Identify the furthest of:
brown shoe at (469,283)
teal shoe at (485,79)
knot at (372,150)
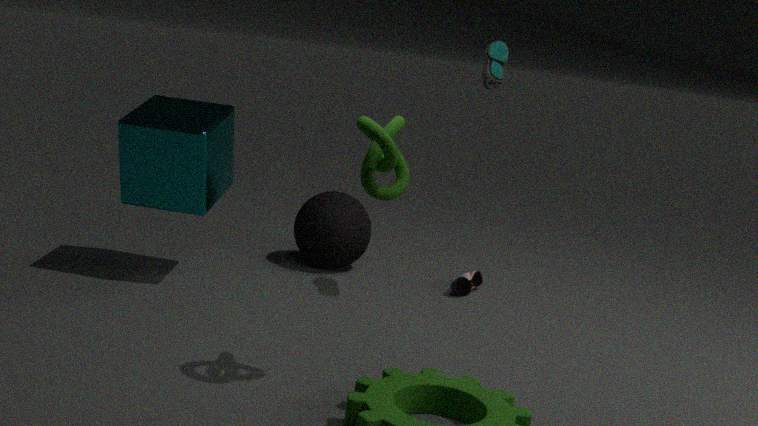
brown shoe at (469,283)
